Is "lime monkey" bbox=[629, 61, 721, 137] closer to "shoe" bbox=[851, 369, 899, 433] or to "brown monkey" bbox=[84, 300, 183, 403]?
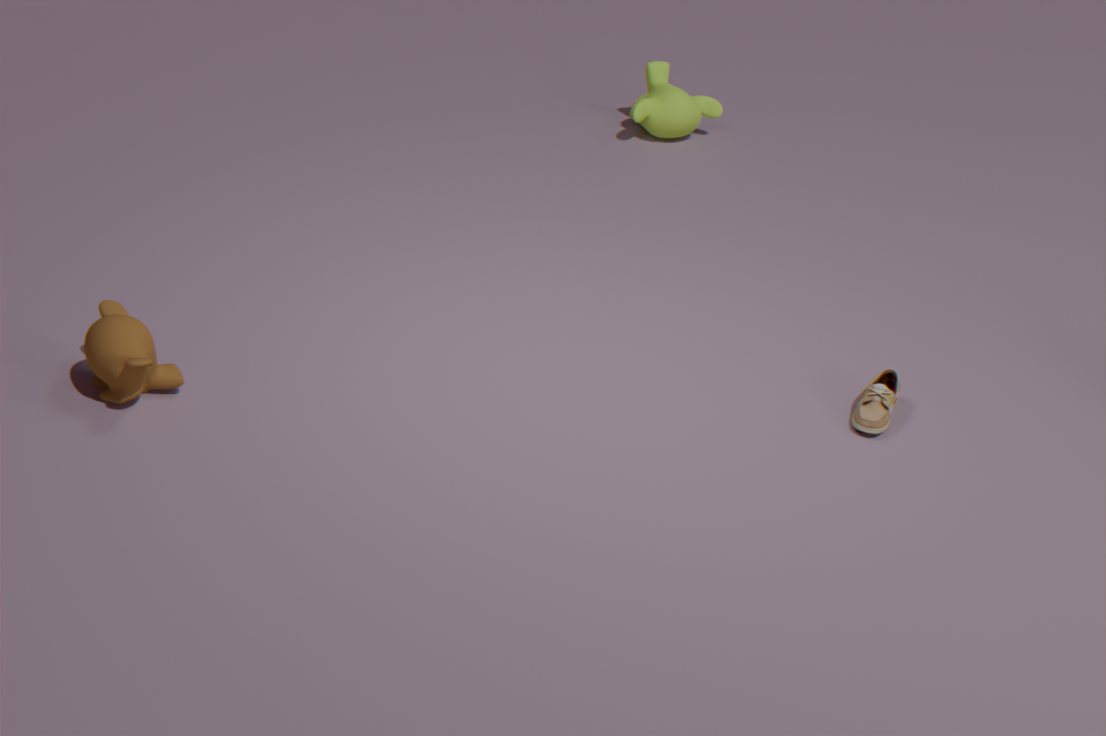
"shoe" bbox=[851, 369, 899, 433]
